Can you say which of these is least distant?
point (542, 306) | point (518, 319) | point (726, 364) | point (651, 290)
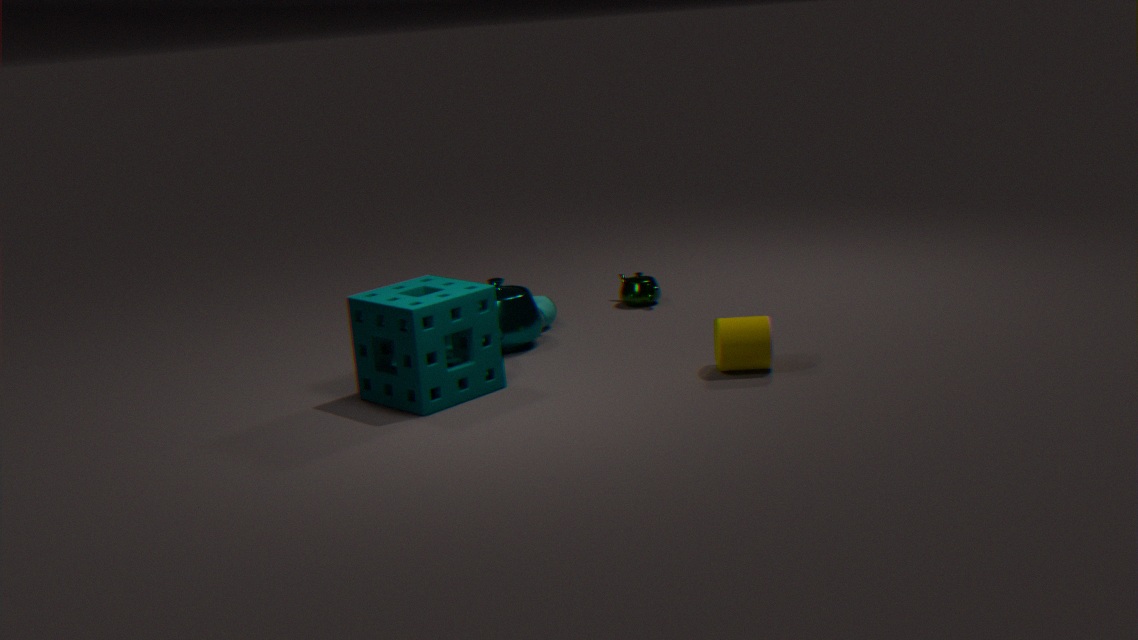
point (726, 364)
